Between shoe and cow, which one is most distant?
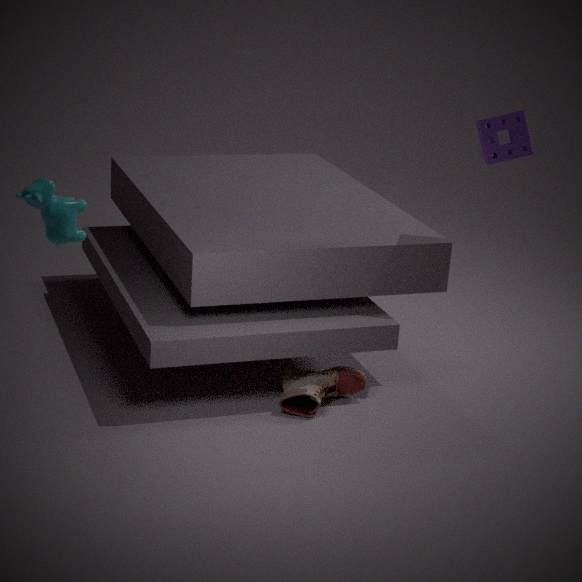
shoe
